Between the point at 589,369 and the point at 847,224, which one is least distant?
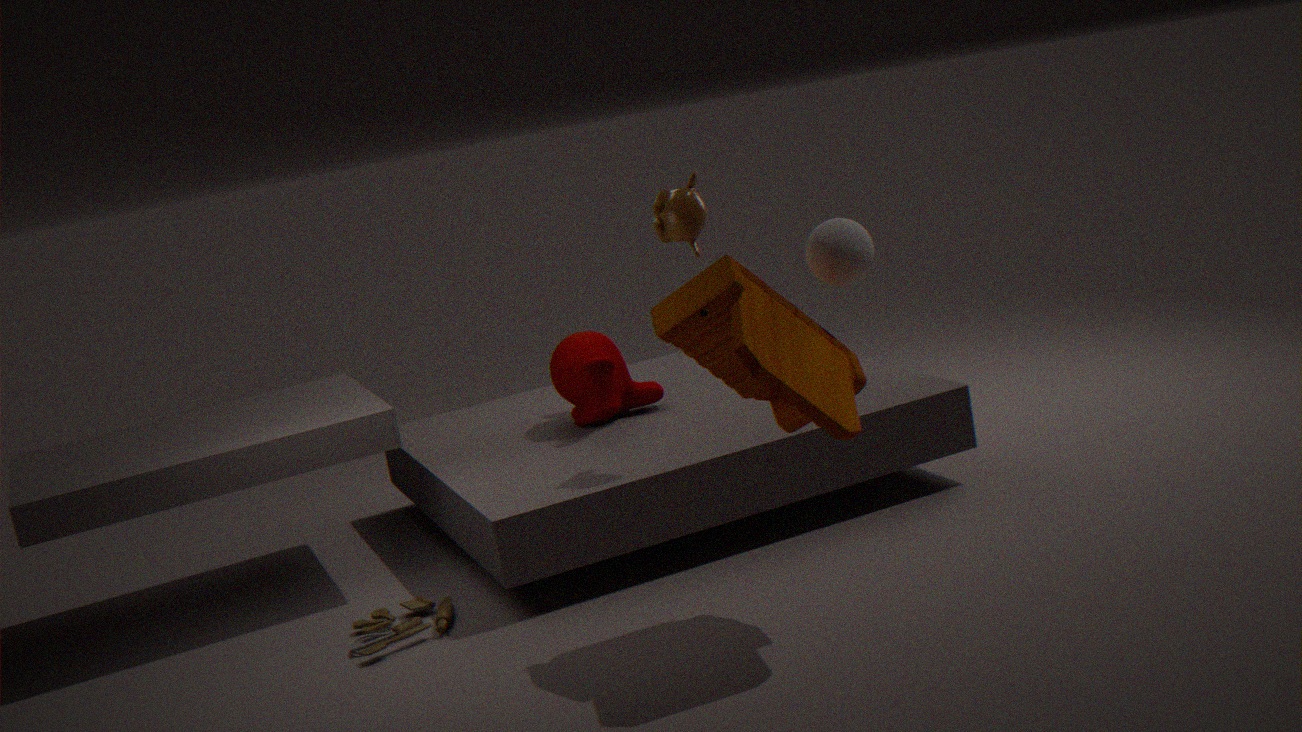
the point at 847,224
